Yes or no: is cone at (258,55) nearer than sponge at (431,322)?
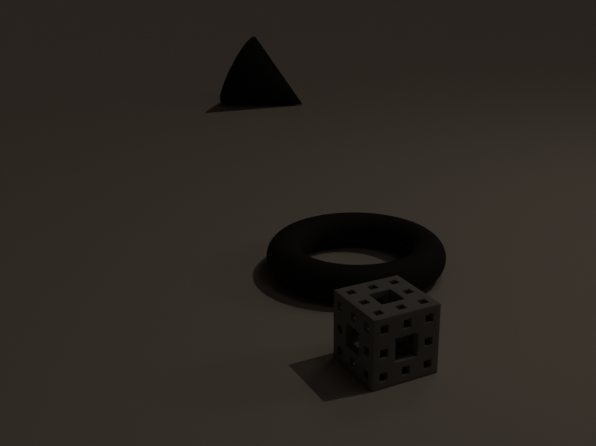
No
